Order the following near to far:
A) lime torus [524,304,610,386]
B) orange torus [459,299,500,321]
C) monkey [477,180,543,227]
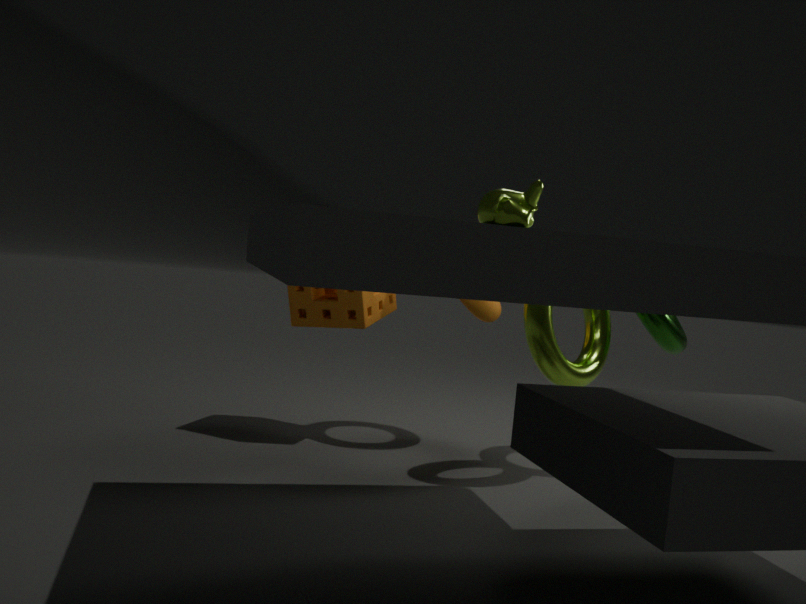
monkey [477,180,543,227], lime torus [524,304,610,386], orange torus [459,299,500,321]
